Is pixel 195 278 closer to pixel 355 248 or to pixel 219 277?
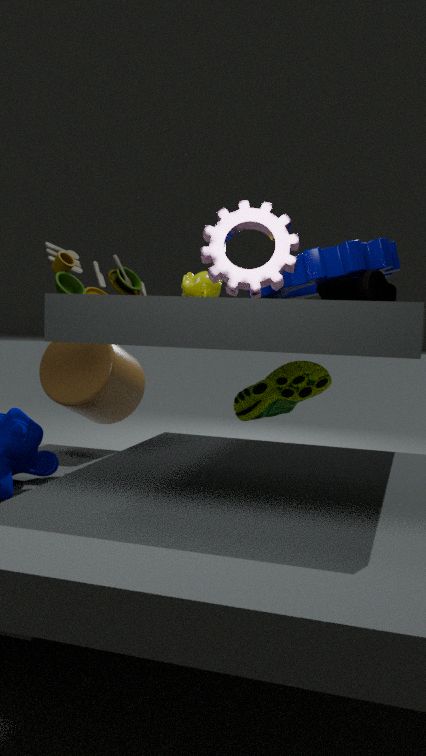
pixel 355 248
